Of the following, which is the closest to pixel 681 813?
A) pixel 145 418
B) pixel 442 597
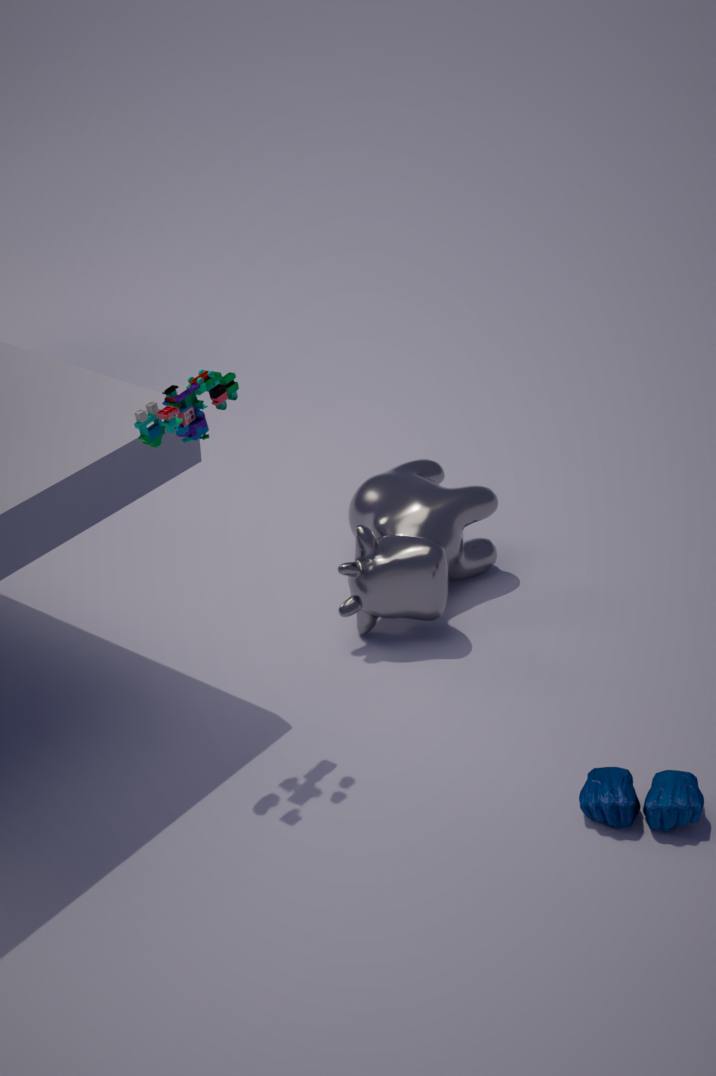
pixel 442 597
